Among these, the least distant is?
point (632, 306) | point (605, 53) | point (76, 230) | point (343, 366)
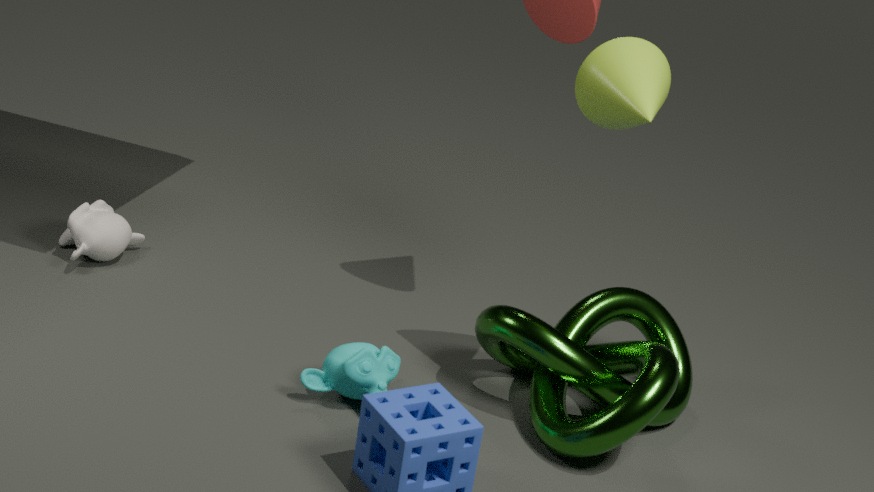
point (605, 53)
